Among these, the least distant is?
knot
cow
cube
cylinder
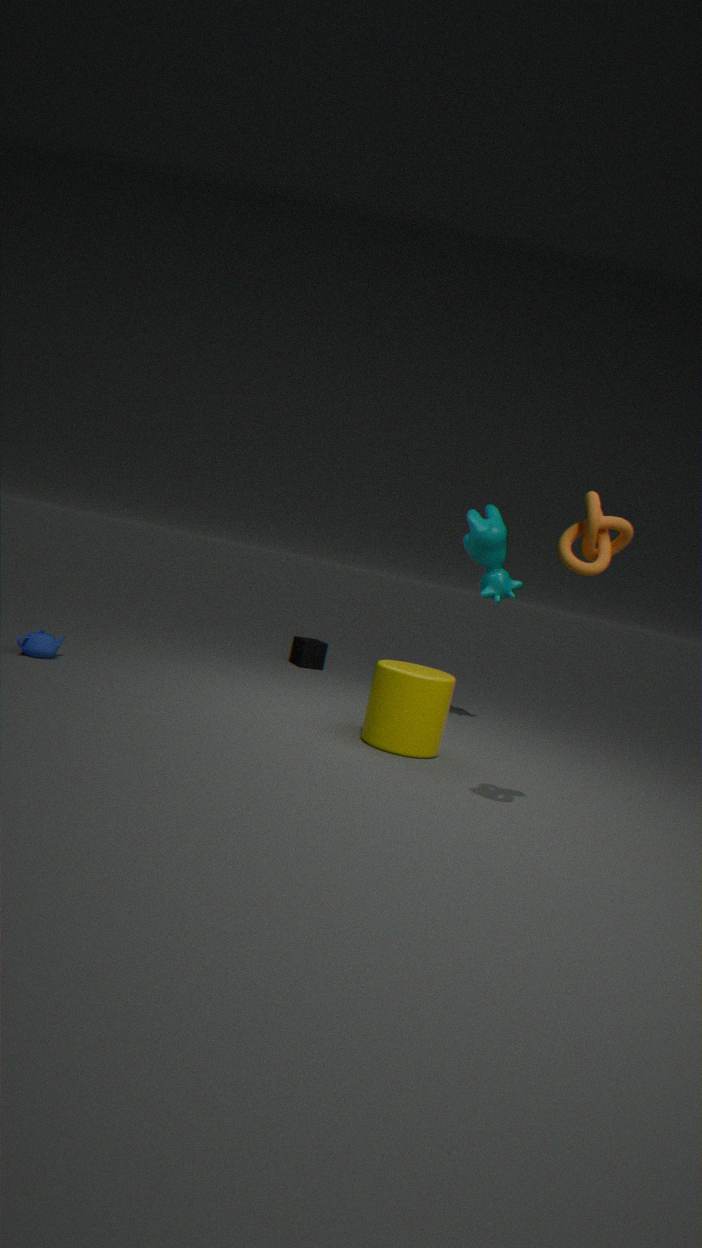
knot
